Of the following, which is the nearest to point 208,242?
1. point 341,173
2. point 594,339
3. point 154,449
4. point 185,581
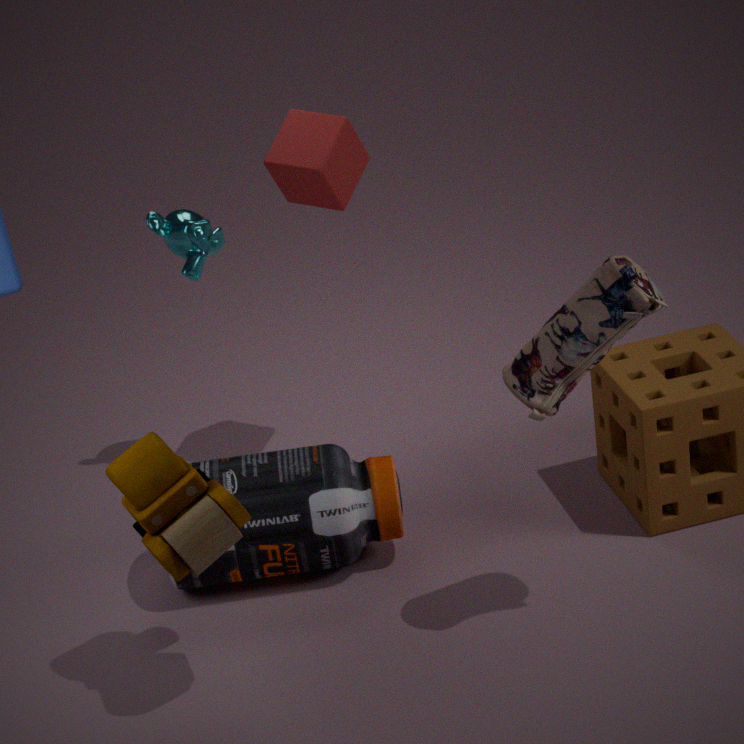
point 341,173
